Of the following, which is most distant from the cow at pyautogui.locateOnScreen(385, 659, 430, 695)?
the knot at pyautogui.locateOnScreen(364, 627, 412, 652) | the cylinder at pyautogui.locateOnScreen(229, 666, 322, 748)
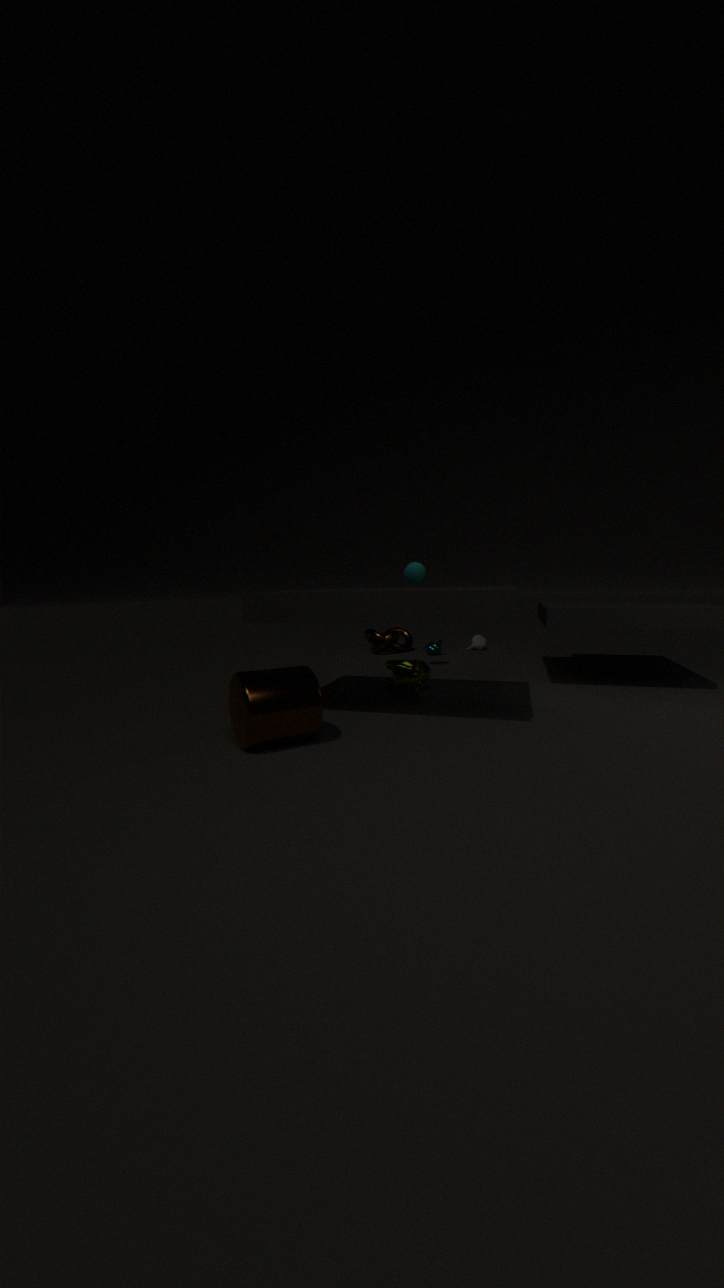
the knot at pyautogui.locateOnScreen(364, 627, 412, 652)
